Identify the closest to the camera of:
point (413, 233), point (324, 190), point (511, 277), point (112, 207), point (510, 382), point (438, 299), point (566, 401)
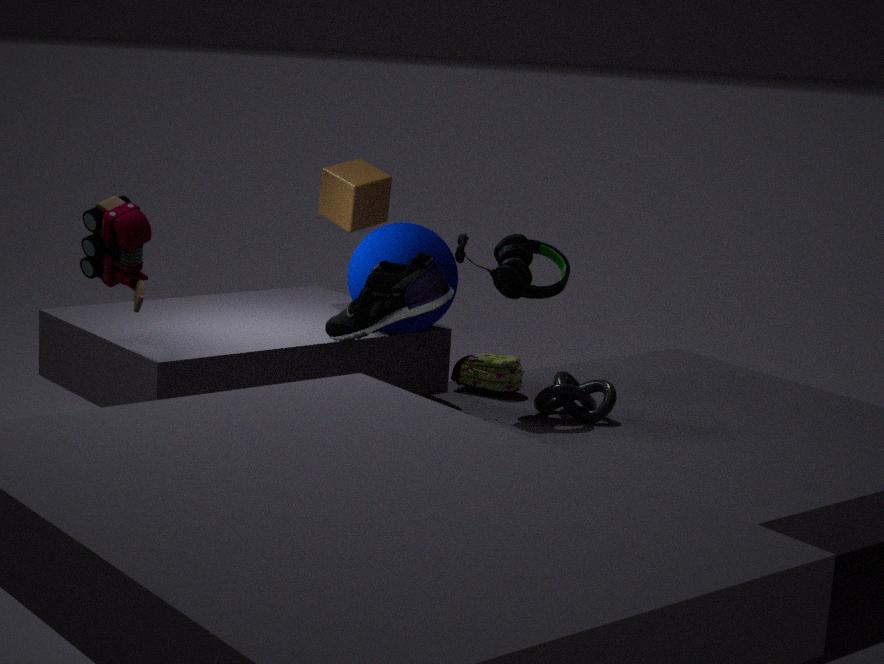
point (112, 207)
